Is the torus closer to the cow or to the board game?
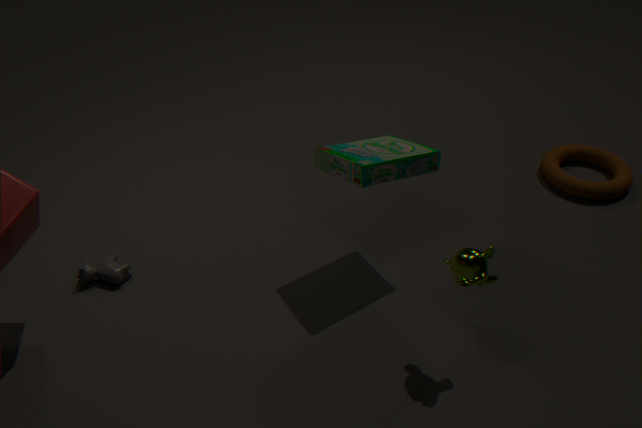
the board game
